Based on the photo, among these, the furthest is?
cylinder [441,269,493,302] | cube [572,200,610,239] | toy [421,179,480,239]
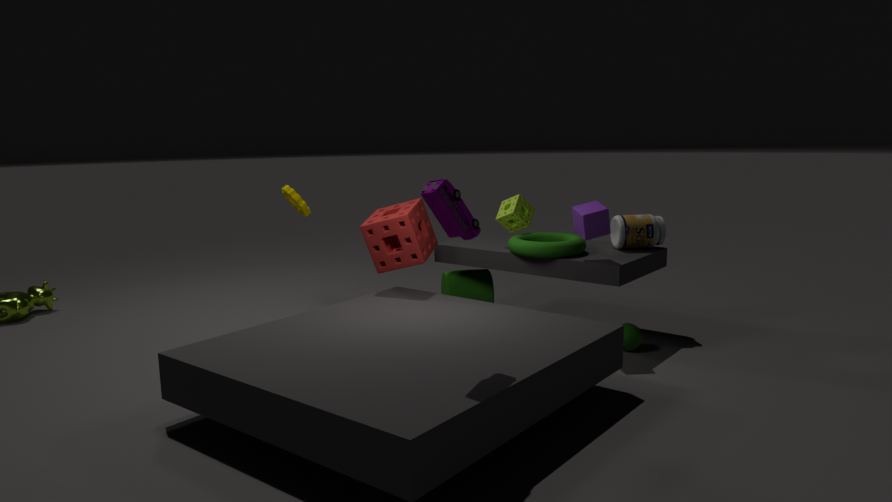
cylinder [441,269,493,302]
